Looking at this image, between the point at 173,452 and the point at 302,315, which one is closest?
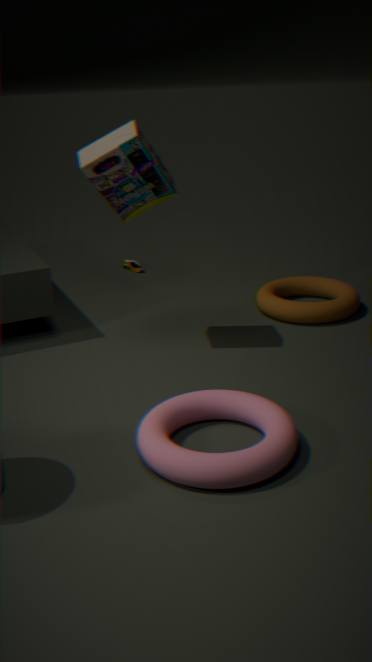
the point at 173,452
